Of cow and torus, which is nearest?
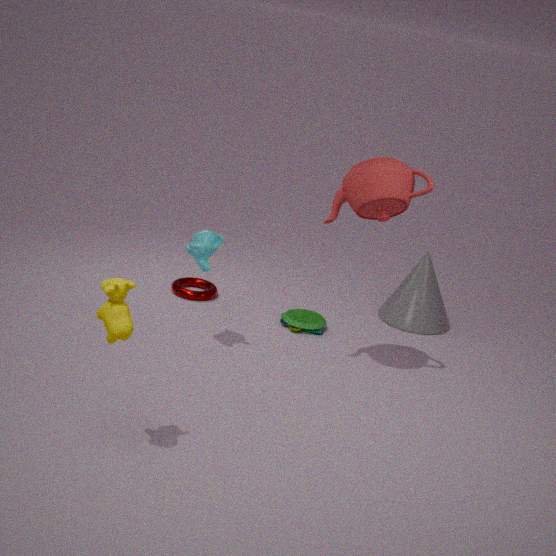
cow
